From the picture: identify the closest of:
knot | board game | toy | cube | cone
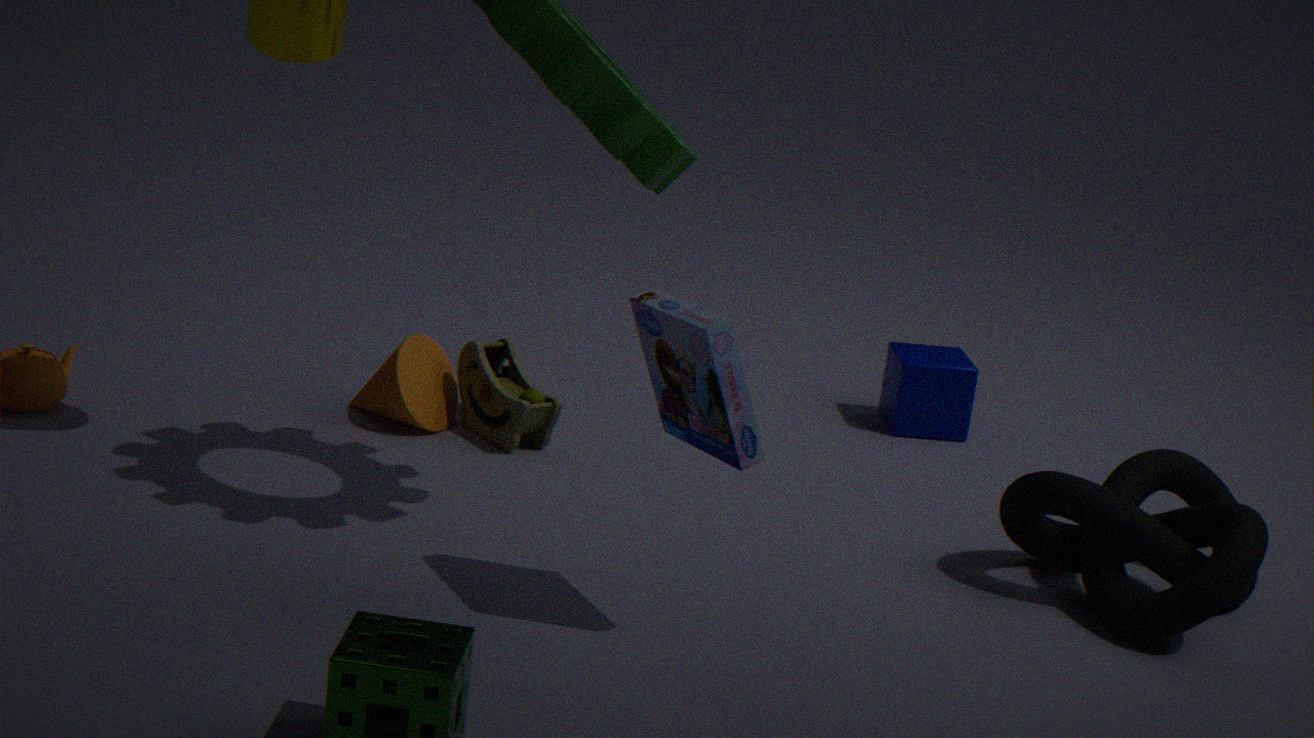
board game
